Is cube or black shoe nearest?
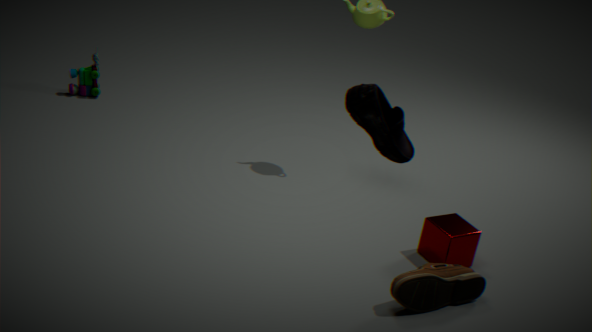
black shoe
